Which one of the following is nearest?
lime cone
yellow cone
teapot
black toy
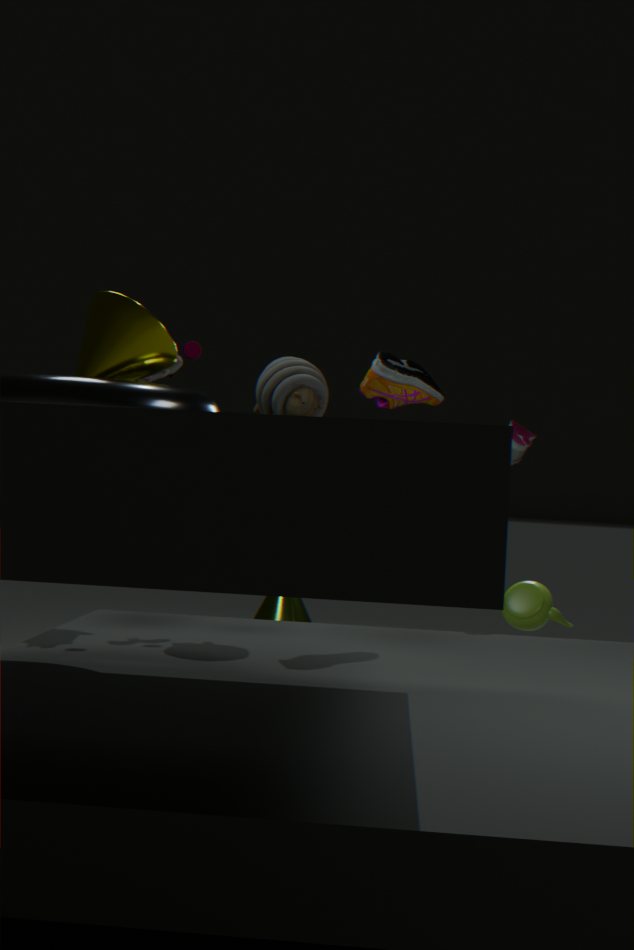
yellow cone
